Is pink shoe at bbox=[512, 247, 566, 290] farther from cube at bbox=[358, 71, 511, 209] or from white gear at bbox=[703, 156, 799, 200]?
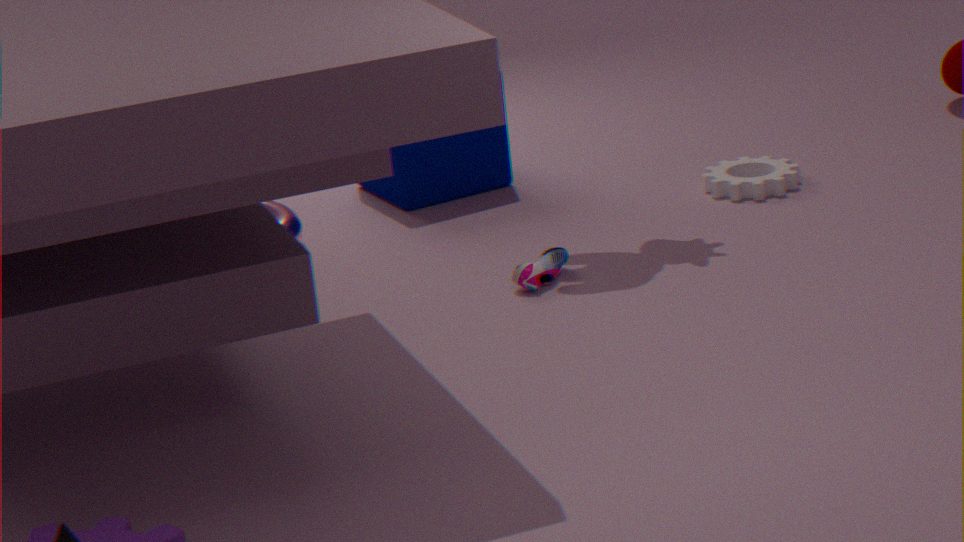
cube at bbox=[358, 71, 511, 209]
